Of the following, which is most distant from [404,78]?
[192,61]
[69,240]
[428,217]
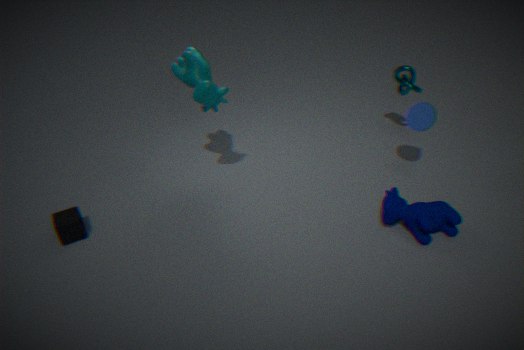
[69,240]
